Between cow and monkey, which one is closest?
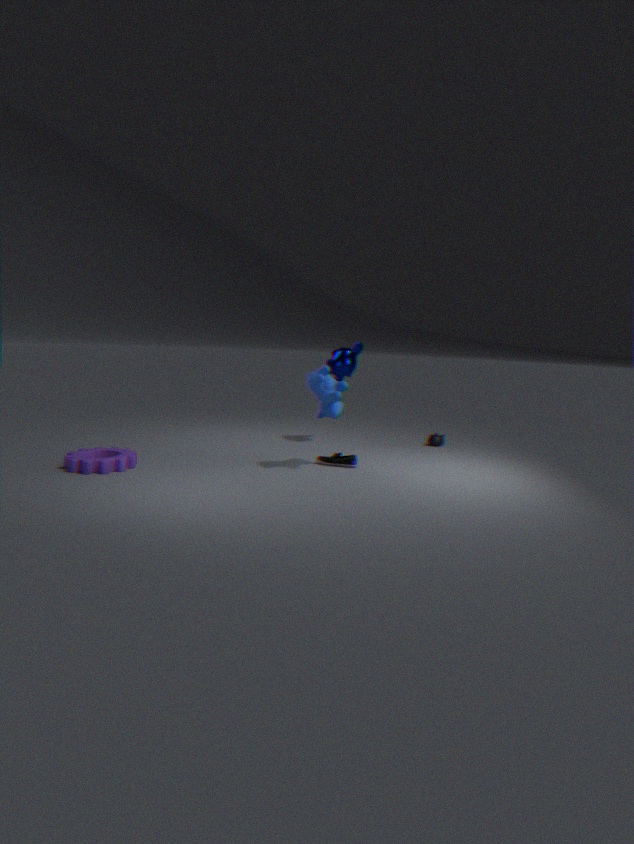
cow
